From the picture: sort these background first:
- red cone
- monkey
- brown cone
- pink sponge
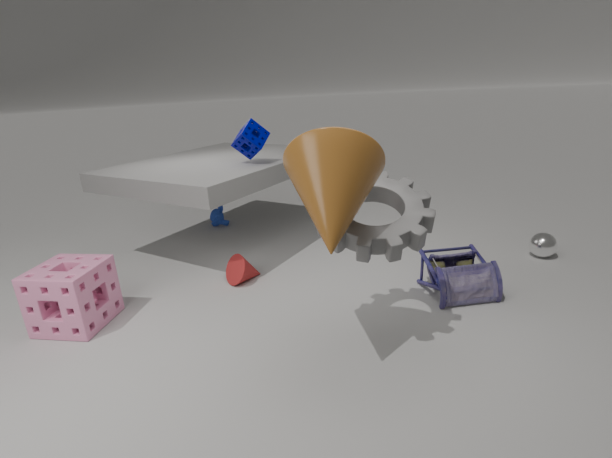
monkey
red cone
pink sponge
brown cone
